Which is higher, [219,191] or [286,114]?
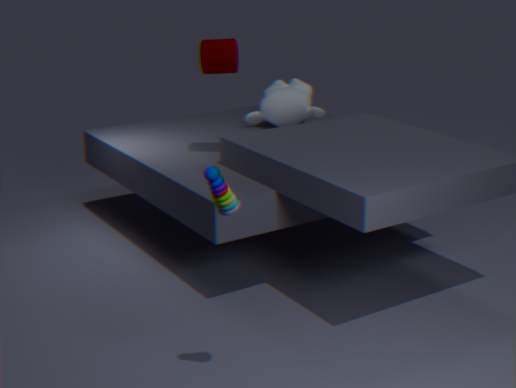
[219,191]
